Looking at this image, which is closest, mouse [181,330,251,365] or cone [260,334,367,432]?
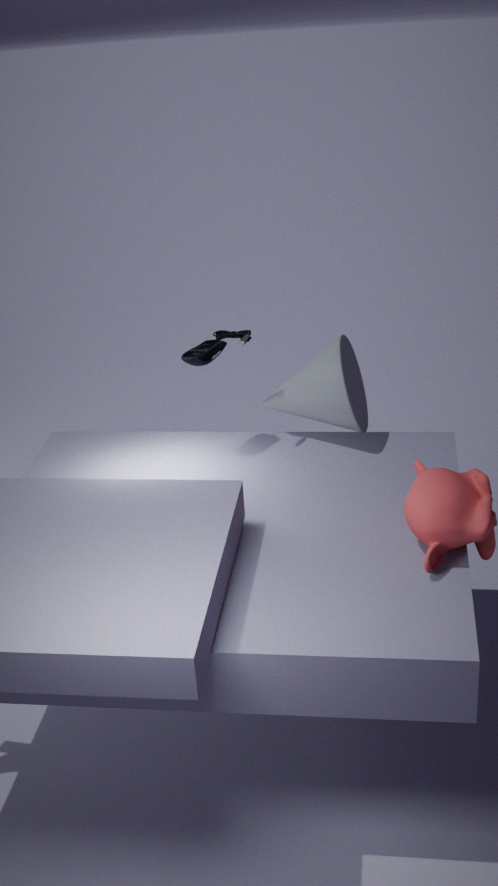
mouse [181,330,251,365]
